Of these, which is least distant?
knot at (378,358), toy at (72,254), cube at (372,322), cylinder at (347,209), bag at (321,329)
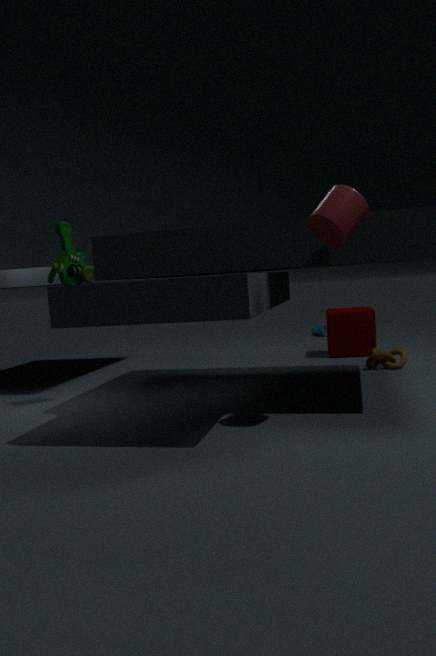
cylinder at (347,209)
